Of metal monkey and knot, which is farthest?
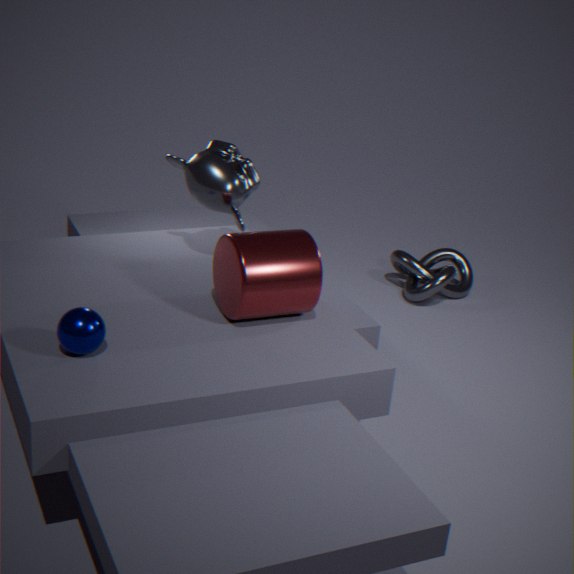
knot
